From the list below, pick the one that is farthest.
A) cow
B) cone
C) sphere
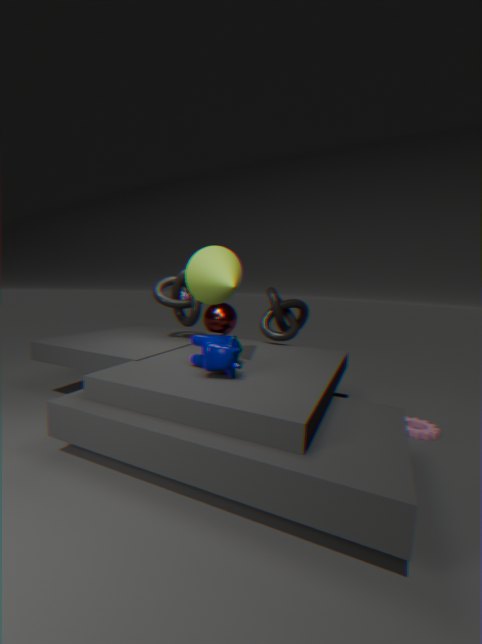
sphere
